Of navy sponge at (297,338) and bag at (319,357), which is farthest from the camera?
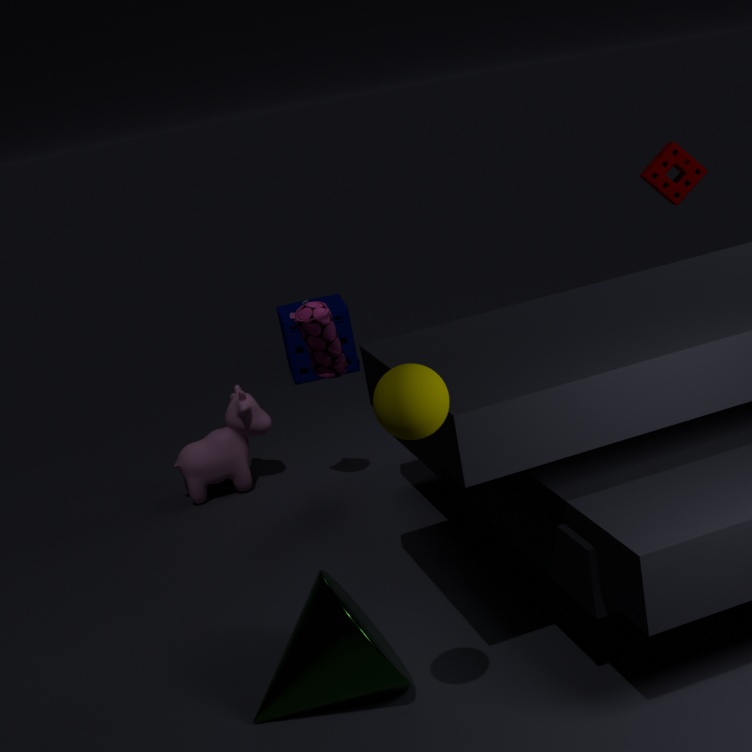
navy sponge at (297,338)
